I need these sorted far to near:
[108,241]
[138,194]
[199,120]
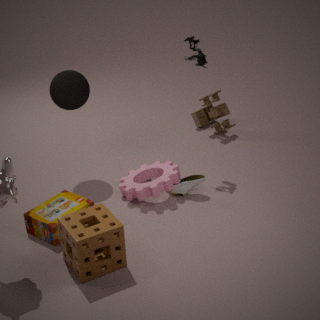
[199,120], [138,194], [108,241]
